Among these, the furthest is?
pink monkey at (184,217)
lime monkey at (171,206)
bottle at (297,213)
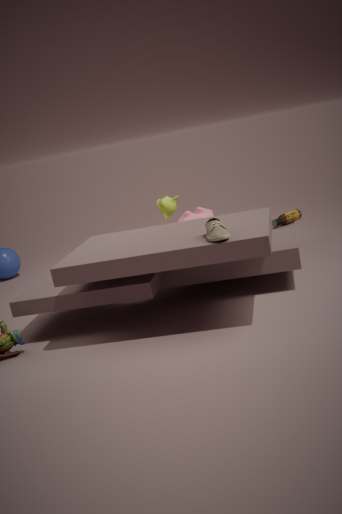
lime monkey at (171,206)
